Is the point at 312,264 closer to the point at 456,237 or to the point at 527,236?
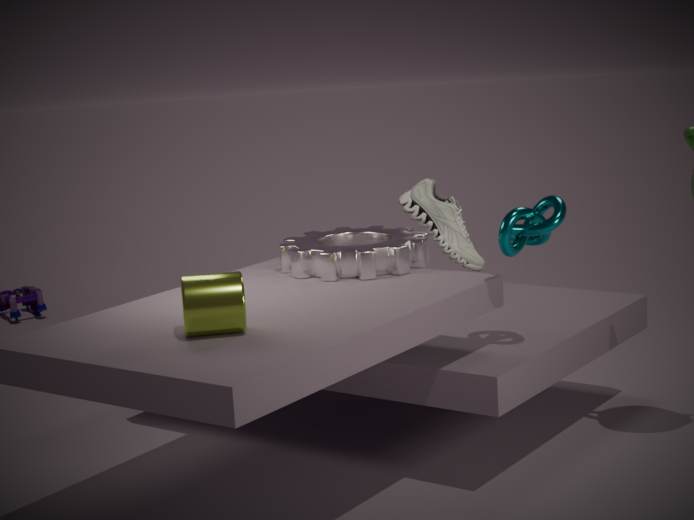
the point at 456,237
